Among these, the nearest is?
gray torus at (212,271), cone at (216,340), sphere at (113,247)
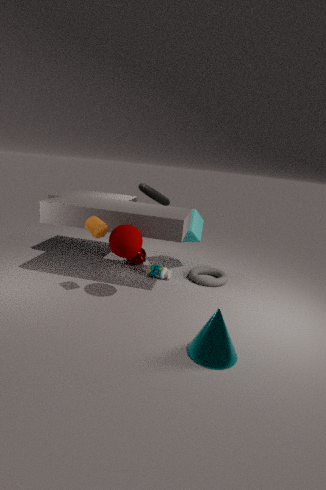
cone at (216,340)
